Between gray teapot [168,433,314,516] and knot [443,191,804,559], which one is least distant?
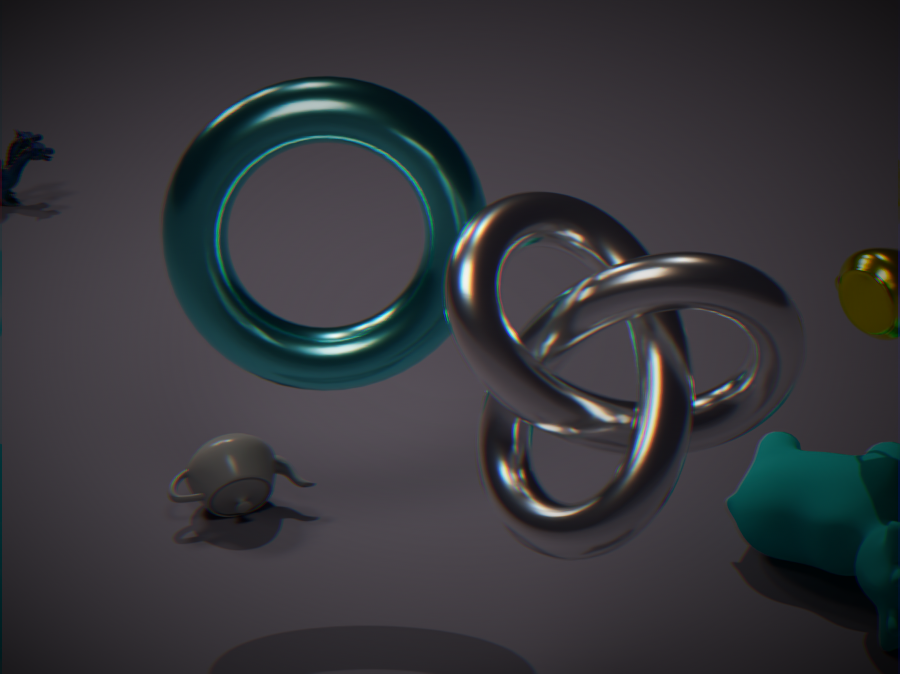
knot [443,191,804,559]
